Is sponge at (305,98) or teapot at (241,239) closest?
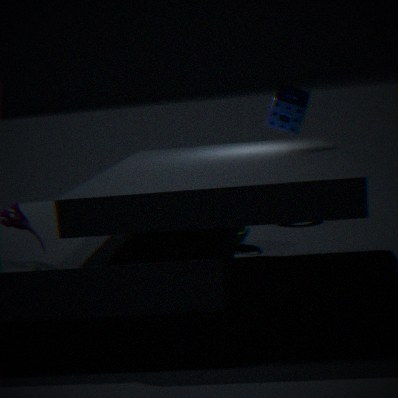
sponge at (305,98)
